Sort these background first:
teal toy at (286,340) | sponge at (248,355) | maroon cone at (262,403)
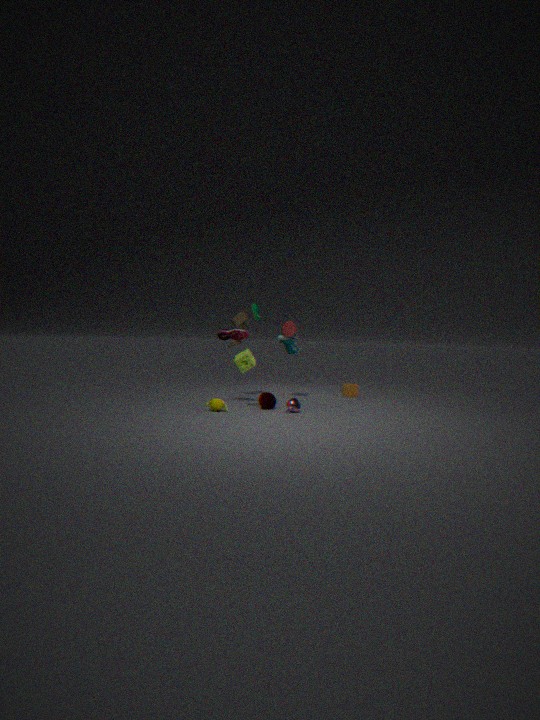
teal toy at (286,340)
maroon cone at (262,403)
sponge at (248,355)
